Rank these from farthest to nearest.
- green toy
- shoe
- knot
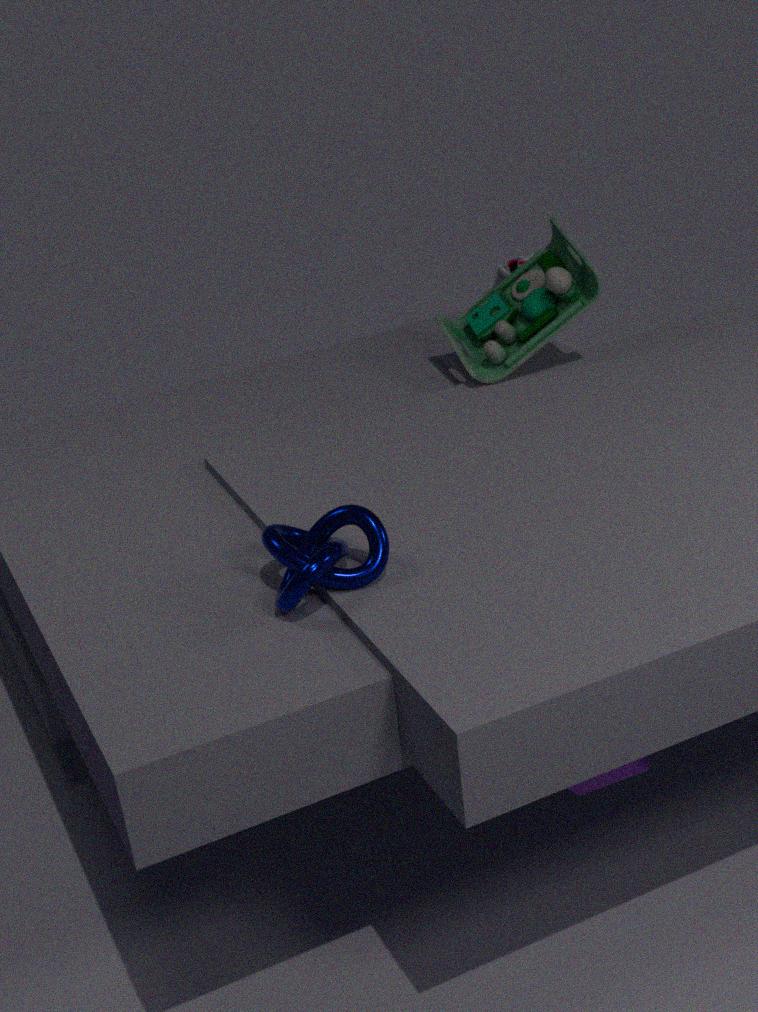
shoe
green toy
knot
